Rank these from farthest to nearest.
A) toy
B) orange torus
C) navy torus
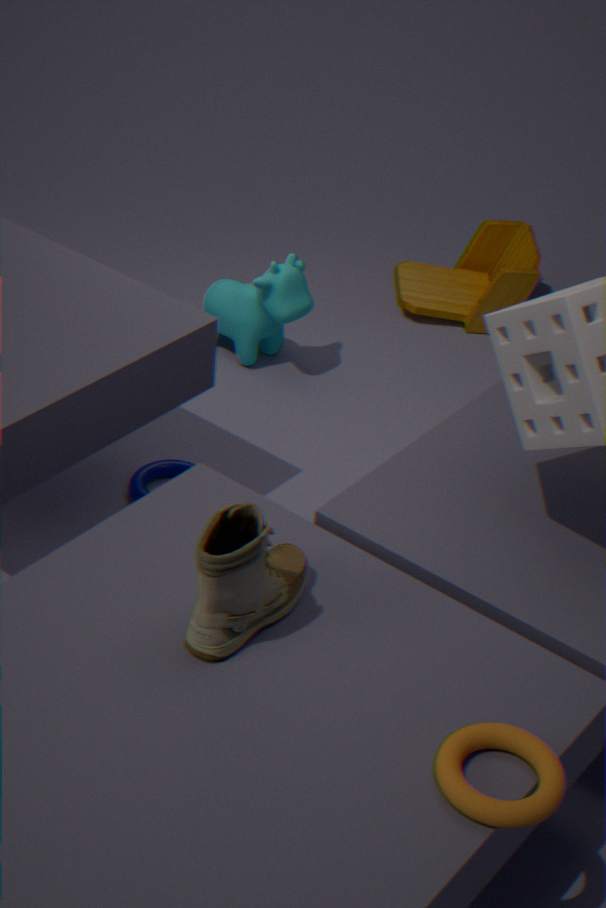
toy
navy torus
orange torus
